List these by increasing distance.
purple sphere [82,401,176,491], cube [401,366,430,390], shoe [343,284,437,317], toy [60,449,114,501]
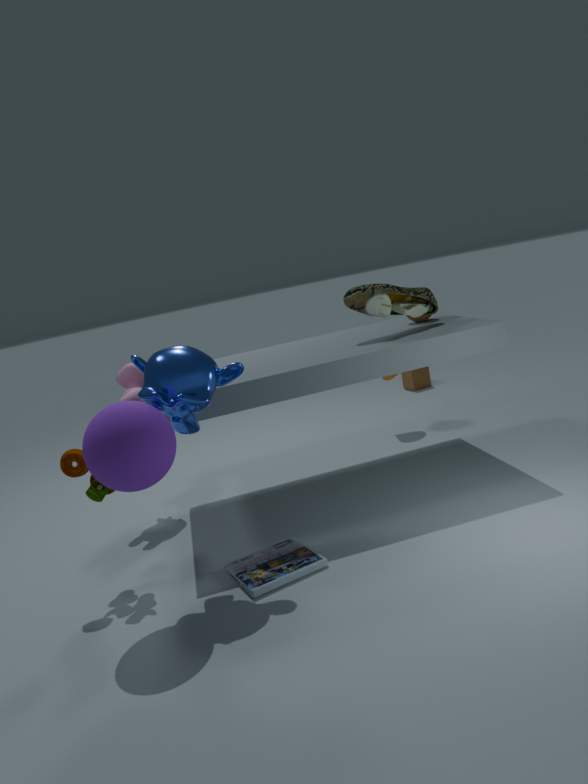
purple sphere [82,401,176,491] → toy [60,449,114,501] → shoe [343,284,437,317] → cube [401,366,430,390]
